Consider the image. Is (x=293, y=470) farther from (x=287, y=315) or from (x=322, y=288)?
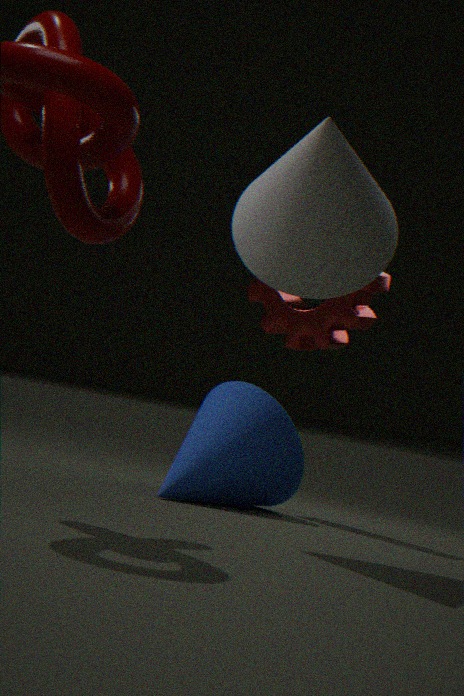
(x=322, y=288)
